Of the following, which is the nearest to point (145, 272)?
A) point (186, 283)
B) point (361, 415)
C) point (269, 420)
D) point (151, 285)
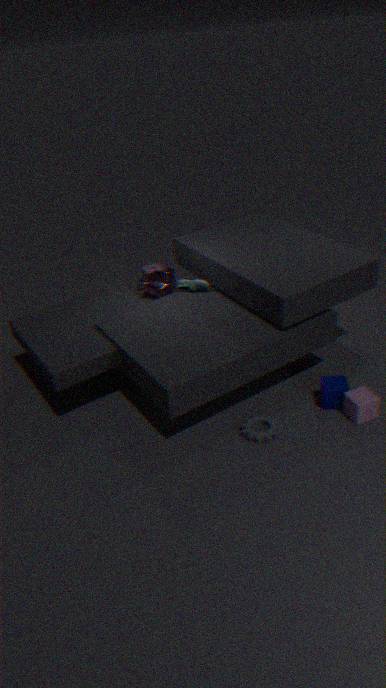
point (151, 285)
